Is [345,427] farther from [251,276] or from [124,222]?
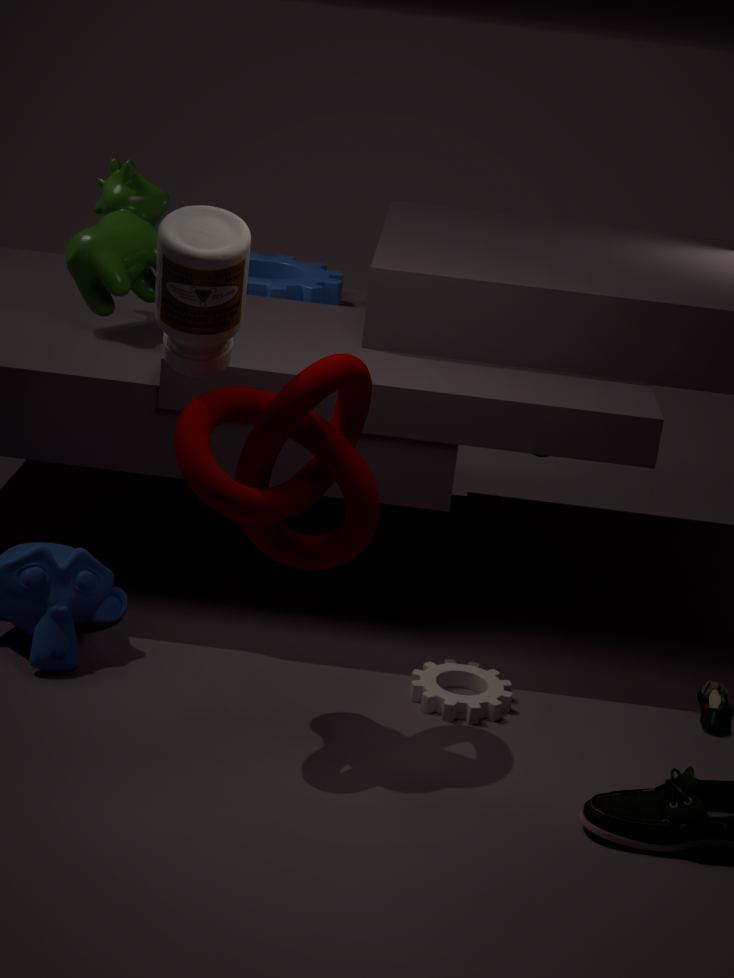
[251,276]
